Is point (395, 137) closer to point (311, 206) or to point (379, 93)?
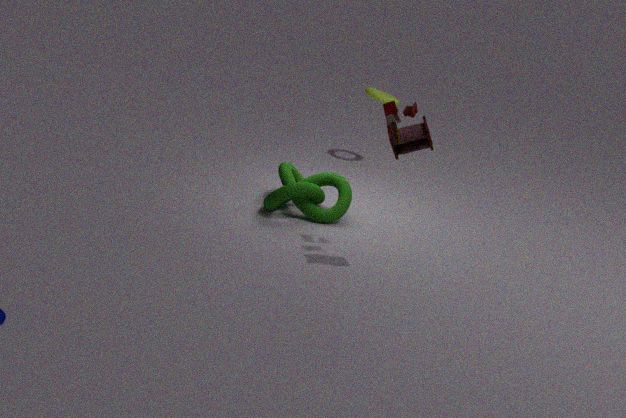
point (311, 206)
